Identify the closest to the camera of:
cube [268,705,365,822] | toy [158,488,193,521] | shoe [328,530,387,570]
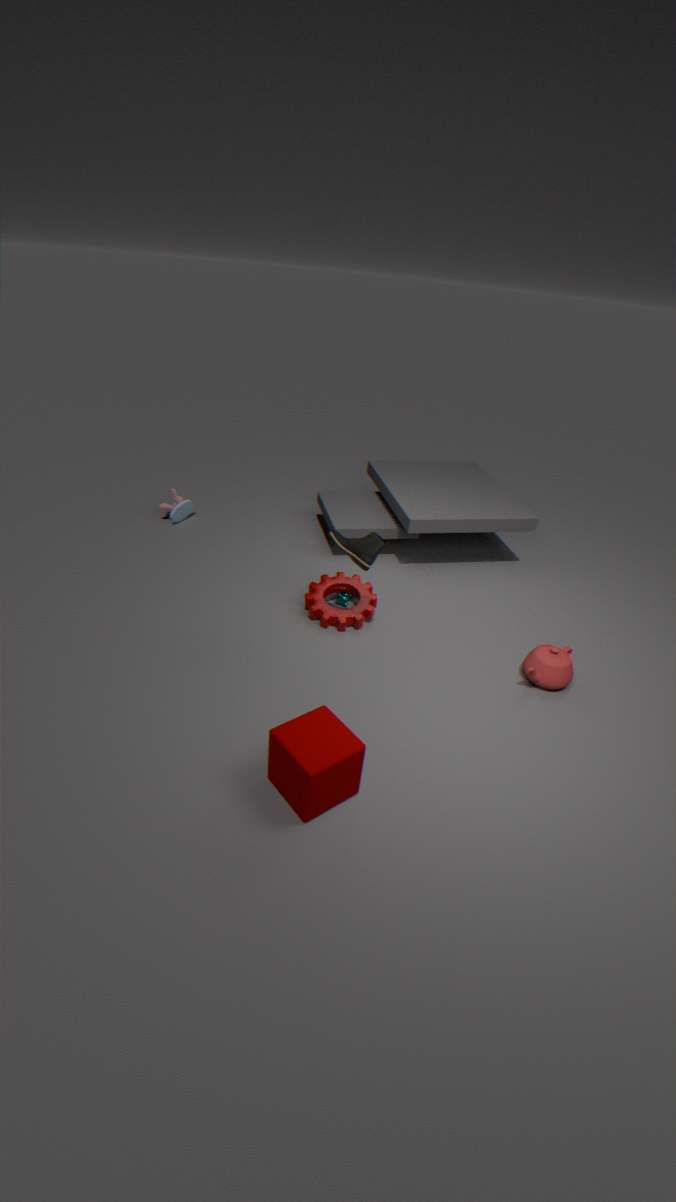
cube [268,705,365,822]
